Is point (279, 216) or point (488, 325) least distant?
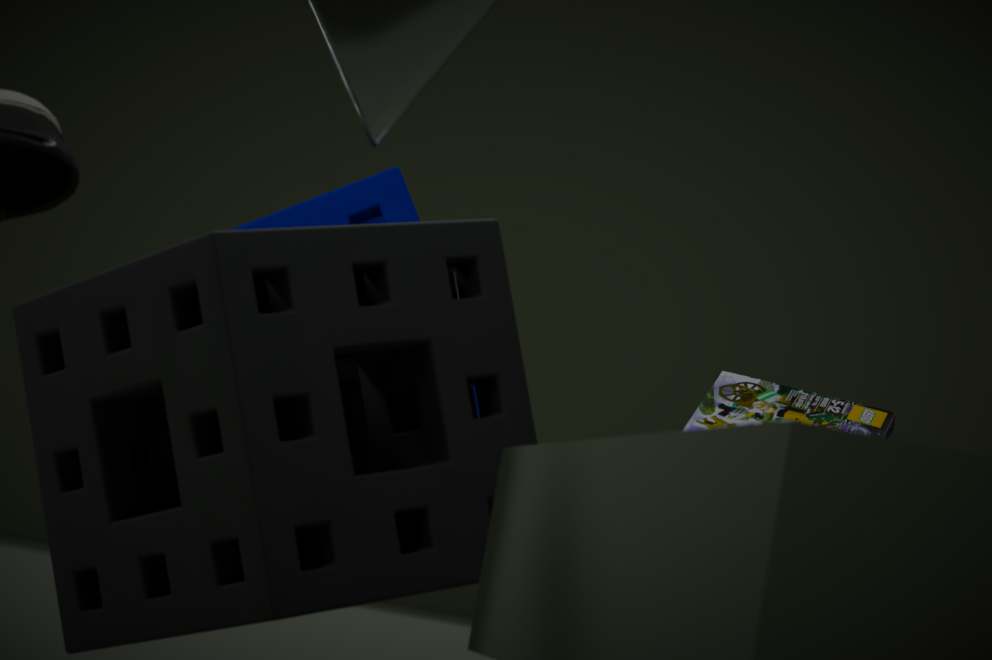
point (488, 325)
